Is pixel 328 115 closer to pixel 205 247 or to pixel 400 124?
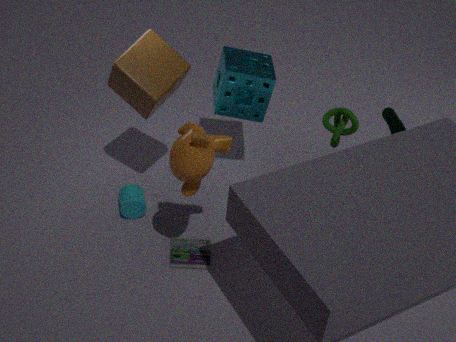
pixel 400 124
